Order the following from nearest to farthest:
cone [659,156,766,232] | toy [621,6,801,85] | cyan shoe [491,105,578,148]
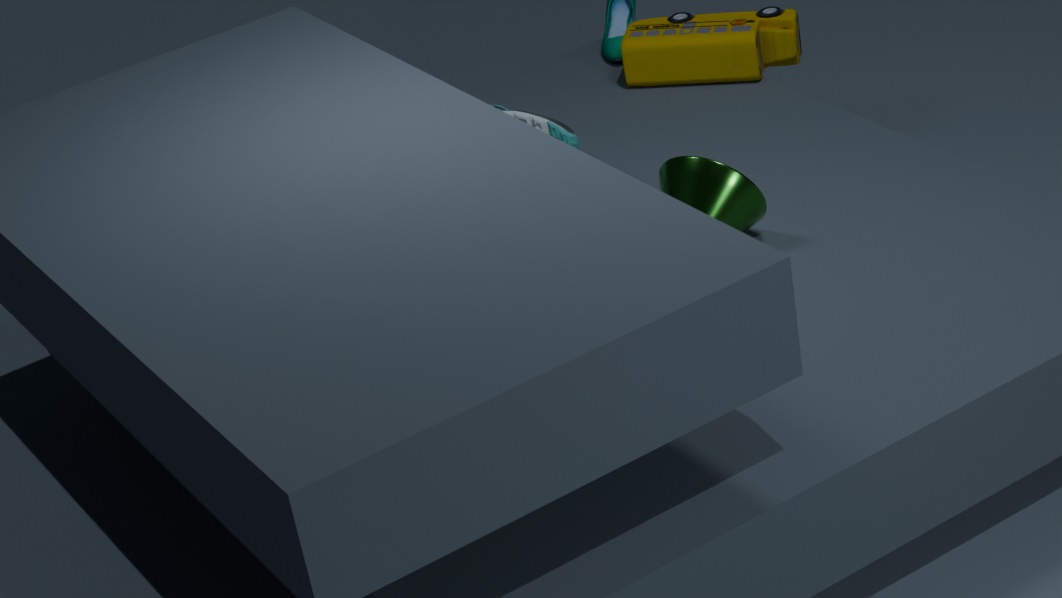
cone [659,156,766,232] → cyan shoe [491,105,578,148] → toy [621,6,801,85]
